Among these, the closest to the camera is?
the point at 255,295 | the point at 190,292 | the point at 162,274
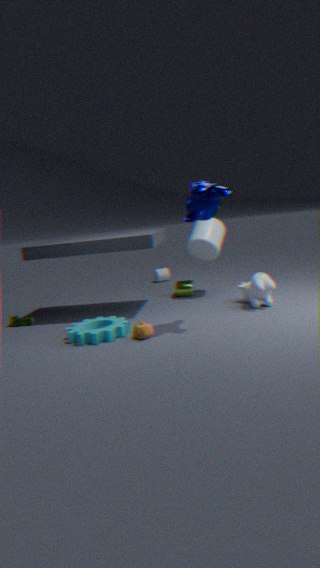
the point at 255,295
